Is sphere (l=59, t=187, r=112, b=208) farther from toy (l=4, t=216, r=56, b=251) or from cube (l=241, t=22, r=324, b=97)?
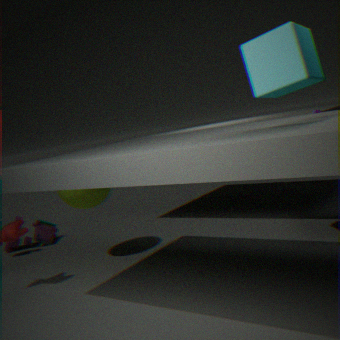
cube (l=241, t=22, r=324, b=97)
